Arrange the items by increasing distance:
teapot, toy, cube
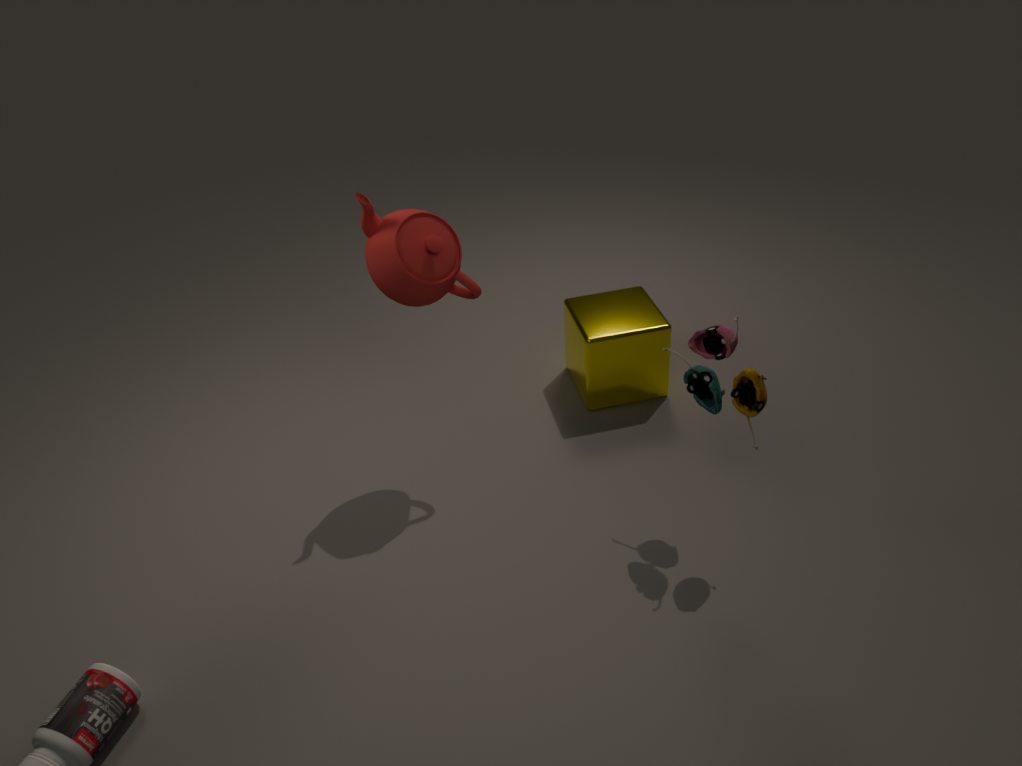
toy → teapot → cube
